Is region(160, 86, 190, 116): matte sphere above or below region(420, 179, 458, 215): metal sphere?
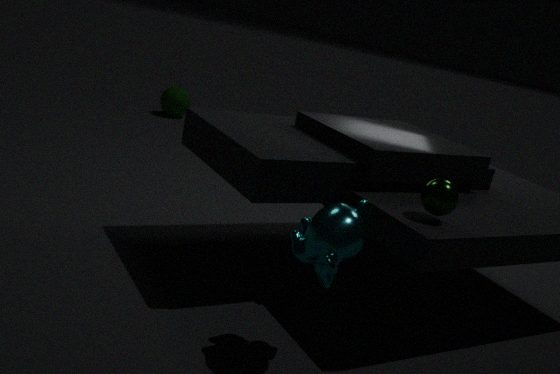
below
